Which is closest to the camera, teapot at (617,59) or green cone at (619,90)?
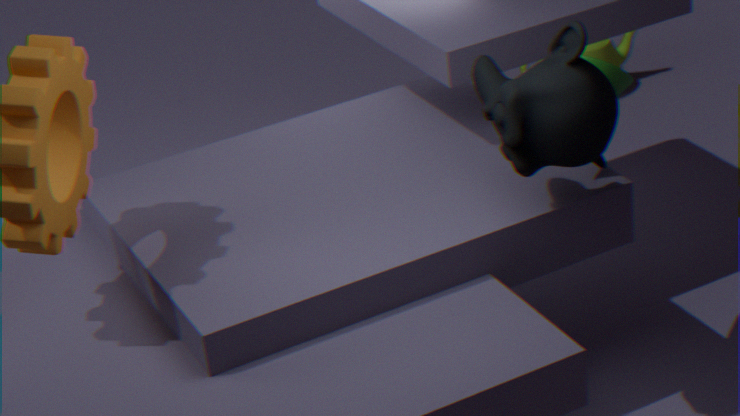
green cone at (619,90)
